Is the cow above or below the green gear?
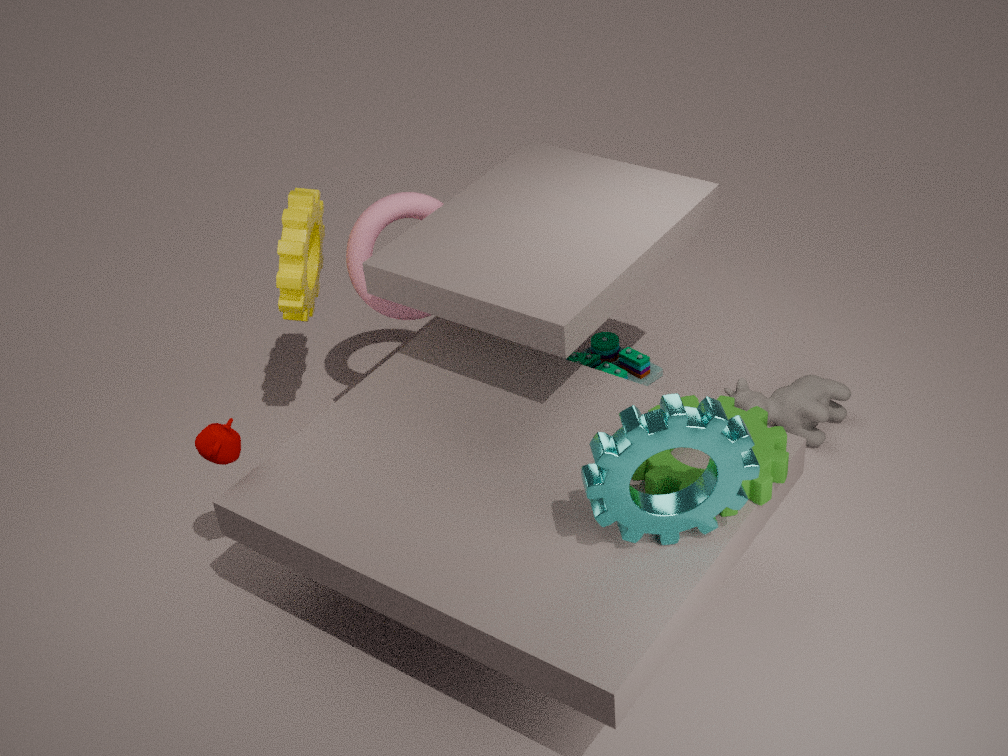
below
